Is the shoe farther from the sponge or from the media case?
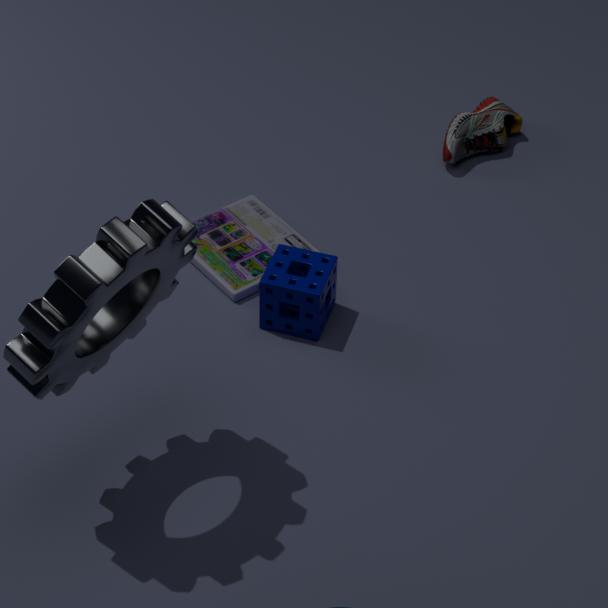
the sponge
